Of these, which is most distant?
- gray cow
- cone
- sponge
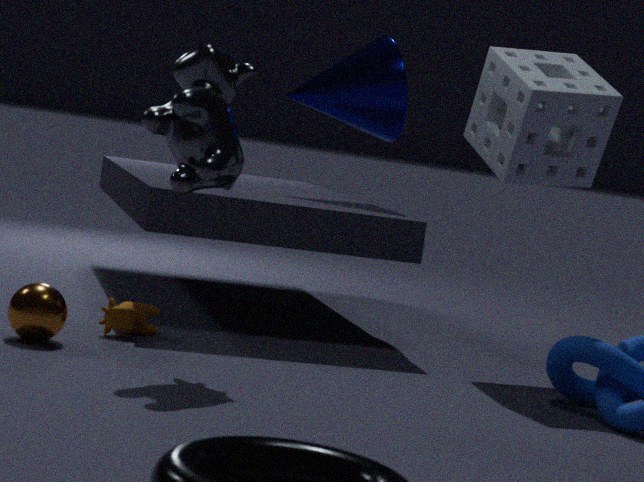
cone
